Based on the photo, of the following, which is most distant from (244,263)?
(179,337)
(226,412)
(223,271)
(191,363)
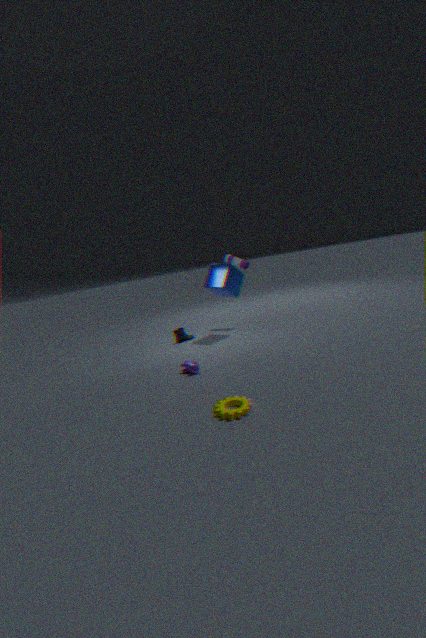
(226,412)
